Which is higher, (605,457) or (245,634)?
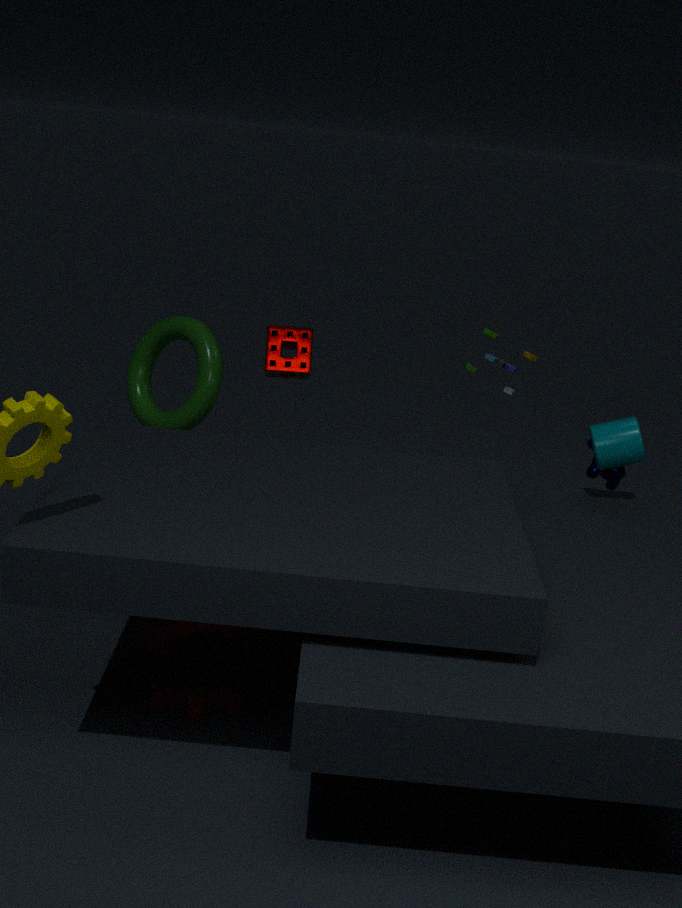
(605,457)
